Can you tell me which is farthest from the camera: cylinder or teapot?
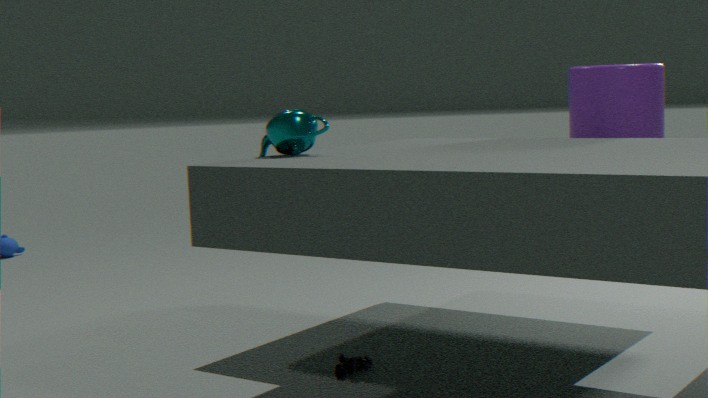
cylinder
